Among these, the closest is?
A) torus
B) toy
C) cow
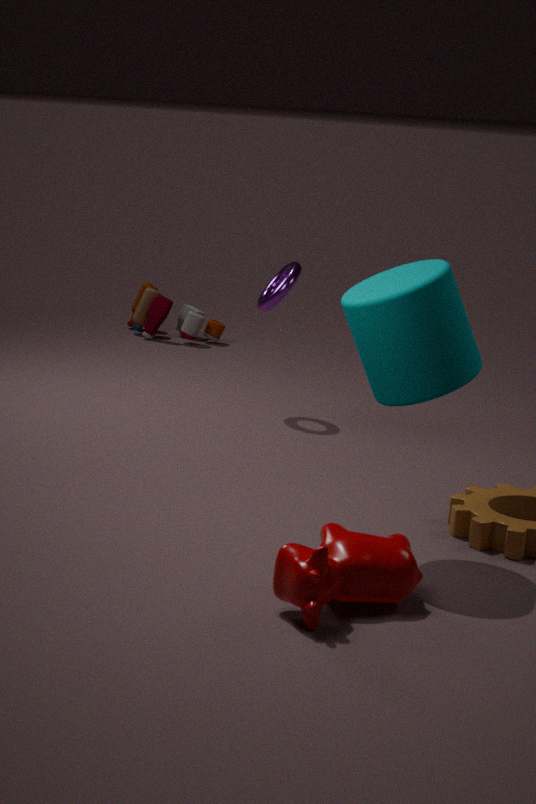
cow
